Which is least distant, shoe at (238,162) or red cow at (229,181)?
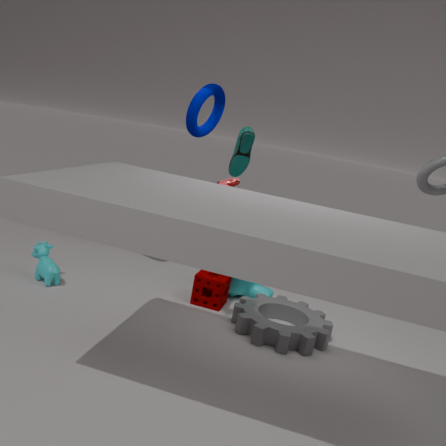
red cow at (229,181)
